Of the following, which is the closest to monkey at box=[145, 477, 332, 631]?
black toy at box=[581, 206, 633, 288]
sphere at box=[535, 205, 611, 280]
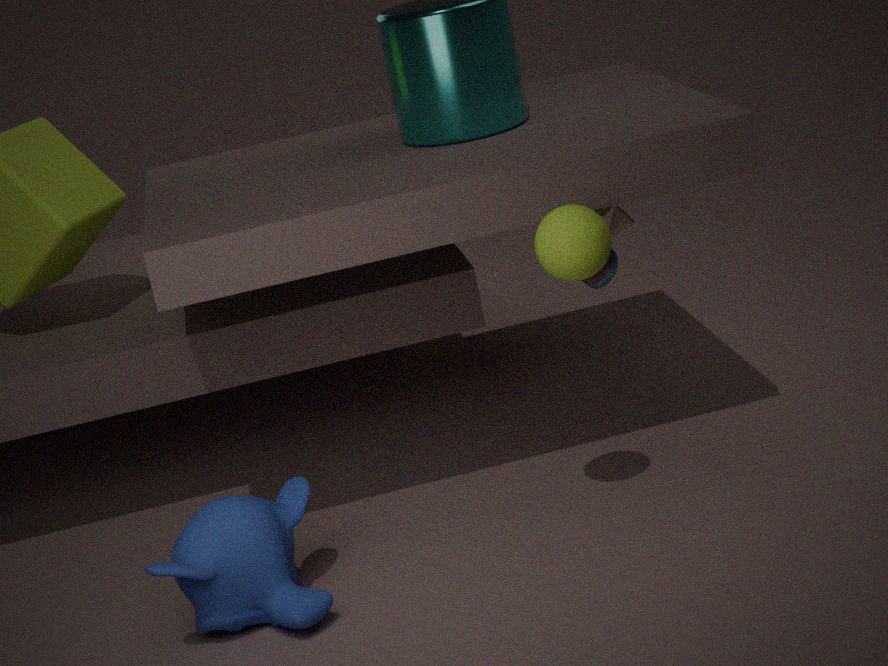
sphere at box=[535, 205, 611, 280]
